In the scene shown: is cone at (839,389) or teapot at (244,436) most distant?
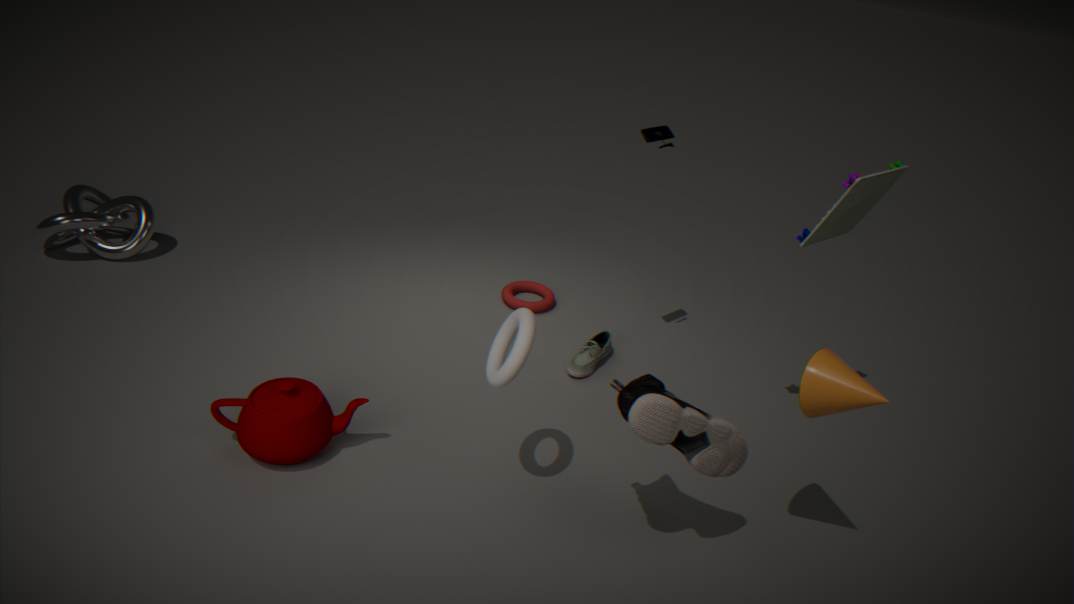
teapot at (244,436)
